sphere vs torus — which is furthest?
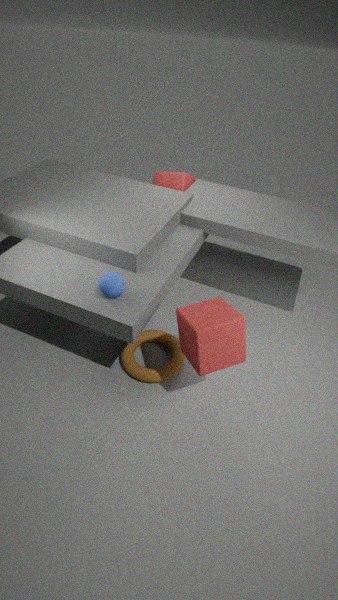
torus
